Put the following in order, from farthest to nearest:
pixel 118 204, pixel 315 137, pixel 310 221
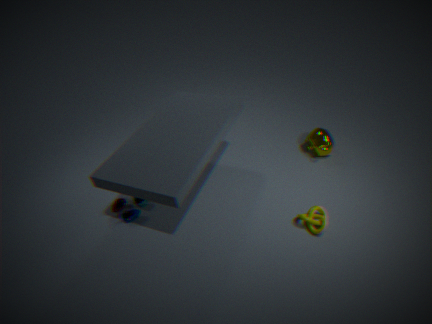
pixel 315 137 < pixel 118 204 < pixel 310 221
